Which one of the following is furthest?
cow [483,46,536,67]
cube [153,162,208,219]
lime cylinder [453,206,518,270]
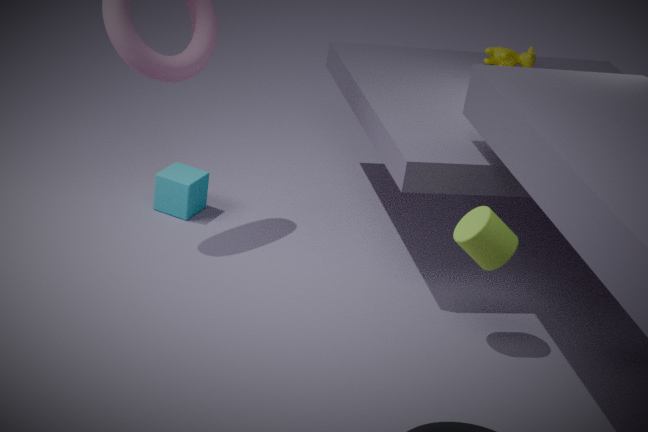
cow [483,46,536,67]
